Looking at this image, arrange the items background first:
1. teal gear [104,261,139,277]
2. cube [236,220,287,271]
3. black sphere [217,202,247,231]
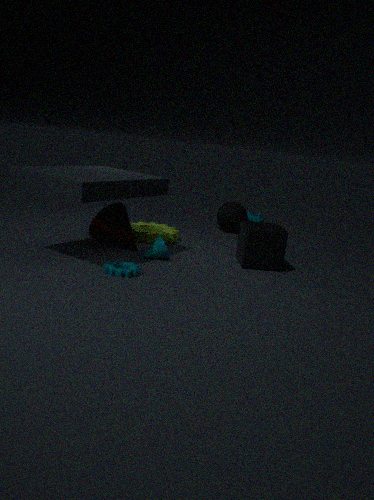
black sphere [217,202,247,231] → cube [236,220,287,271] → teal gear [104,261,139,277]
